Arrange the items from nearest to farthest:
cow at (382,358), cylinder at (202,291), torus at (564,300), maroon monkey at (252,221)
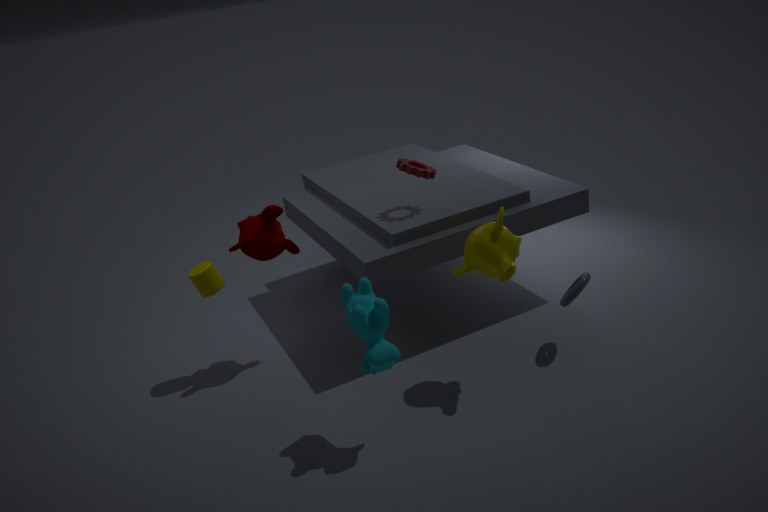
cow at (382,358) → torus at (564,300) → maroon monkey at (252,221) → cylinder at (202,291)
